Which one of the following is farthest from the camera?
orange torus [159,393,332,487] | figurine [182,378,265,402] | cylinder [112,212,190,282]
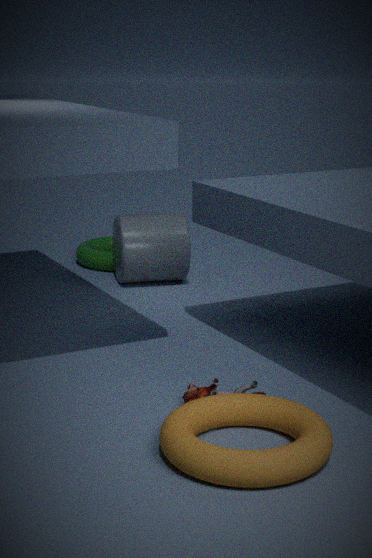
cylinder [112,212,190,282]
